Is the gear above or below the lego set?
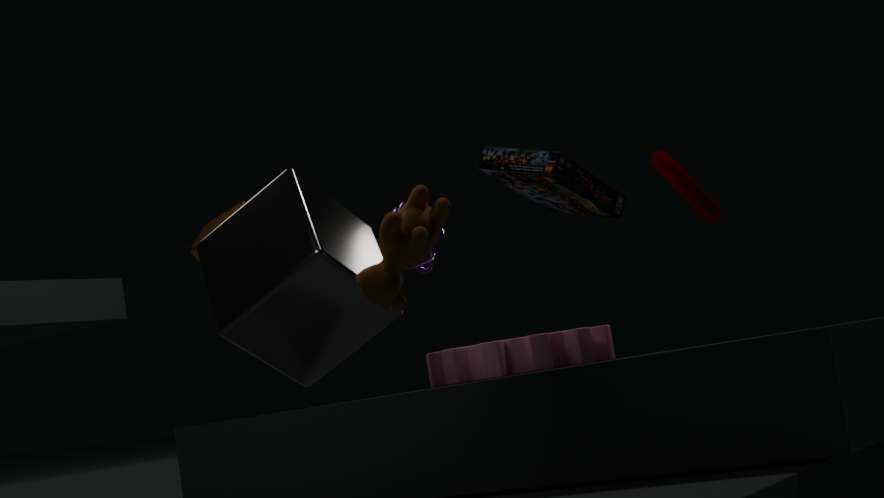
below
